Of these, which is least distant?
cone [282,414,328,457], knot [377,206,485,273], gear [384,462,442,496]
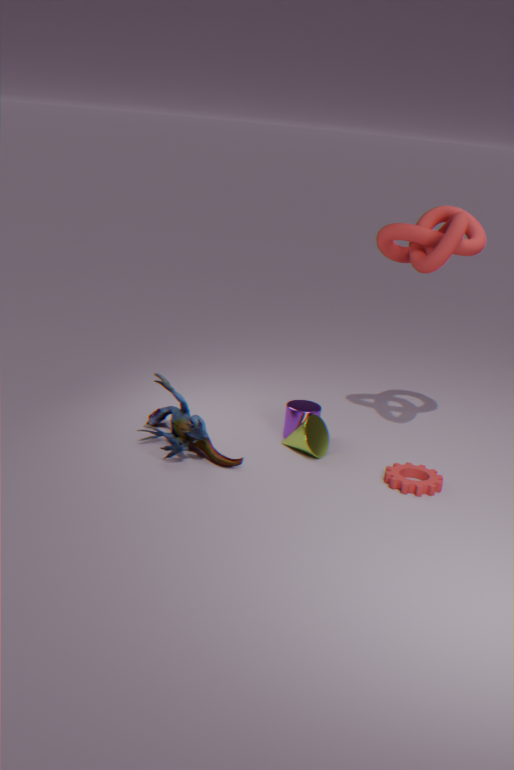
gear [384,462,442,496]
